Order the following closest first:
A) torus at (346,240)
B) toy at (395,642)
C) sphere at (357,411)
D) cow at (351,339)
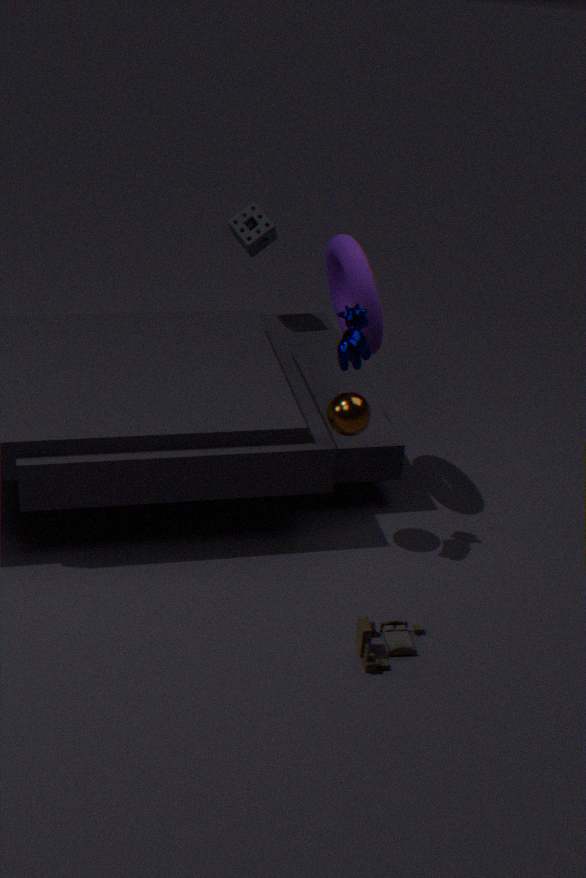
toy at (395,642) < cow at (351,339) < sphere at (357,411) < torus at (346,240)
